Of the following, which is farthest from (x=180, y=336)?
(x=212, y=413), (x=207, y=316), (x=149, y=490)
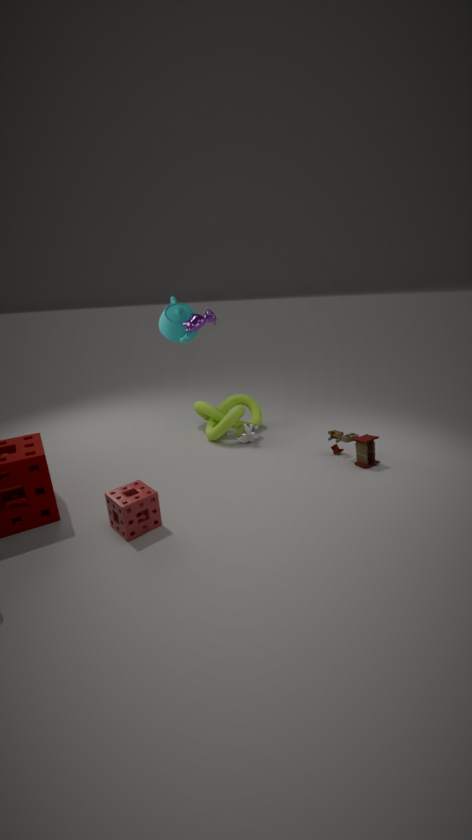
(x=149, y=490)
